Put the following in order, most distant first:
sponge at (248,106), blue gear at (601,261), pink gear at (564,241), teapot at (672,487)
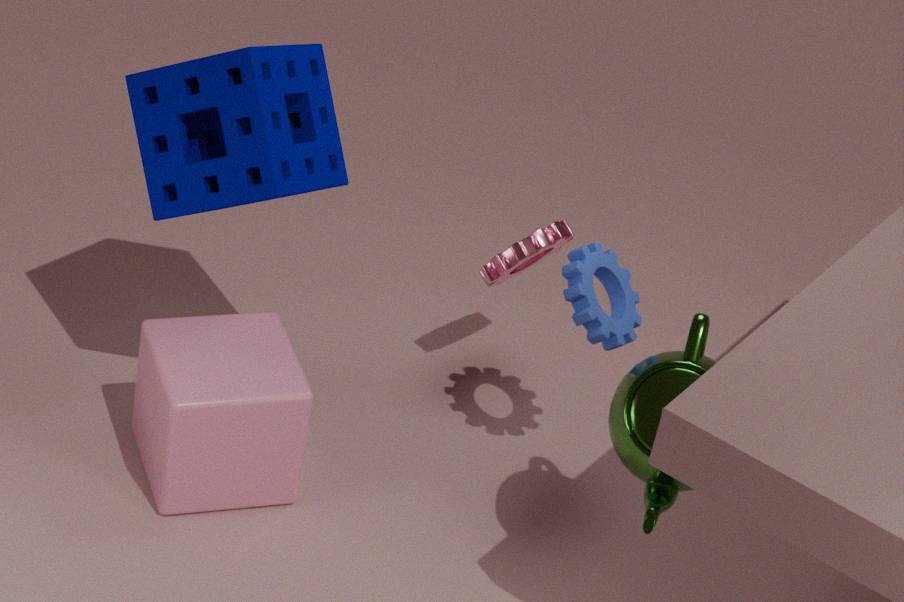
pink gear at (564,241)
blue gear at (601,261)
sponge at (248,106)
teapot at (672,487)
